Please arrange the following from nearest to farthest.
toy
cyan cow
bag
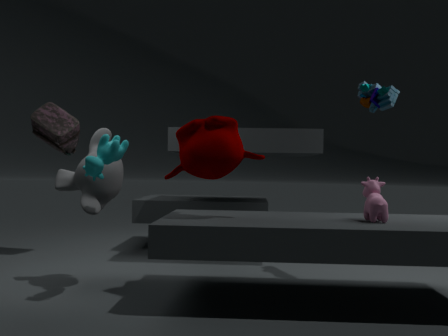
1. cyan cow
2. toy
3. bag
